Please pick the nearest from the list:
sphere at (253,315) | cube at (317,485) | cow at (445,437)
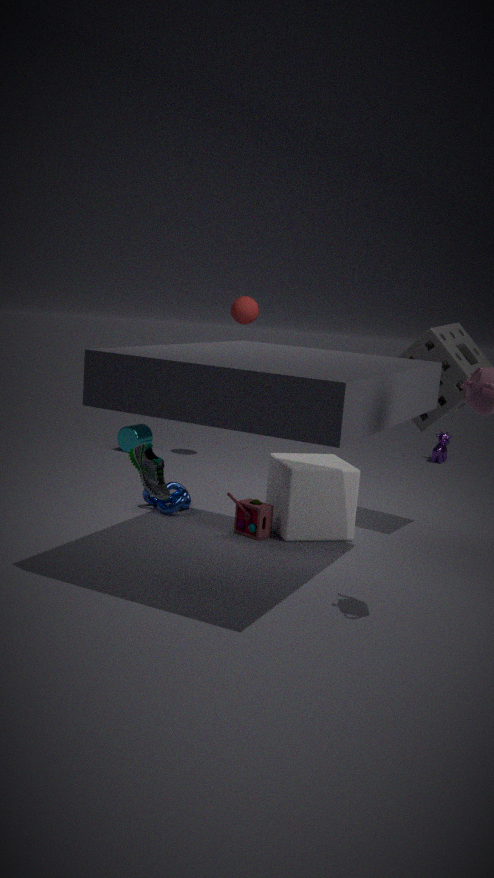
cube at (317,485)
